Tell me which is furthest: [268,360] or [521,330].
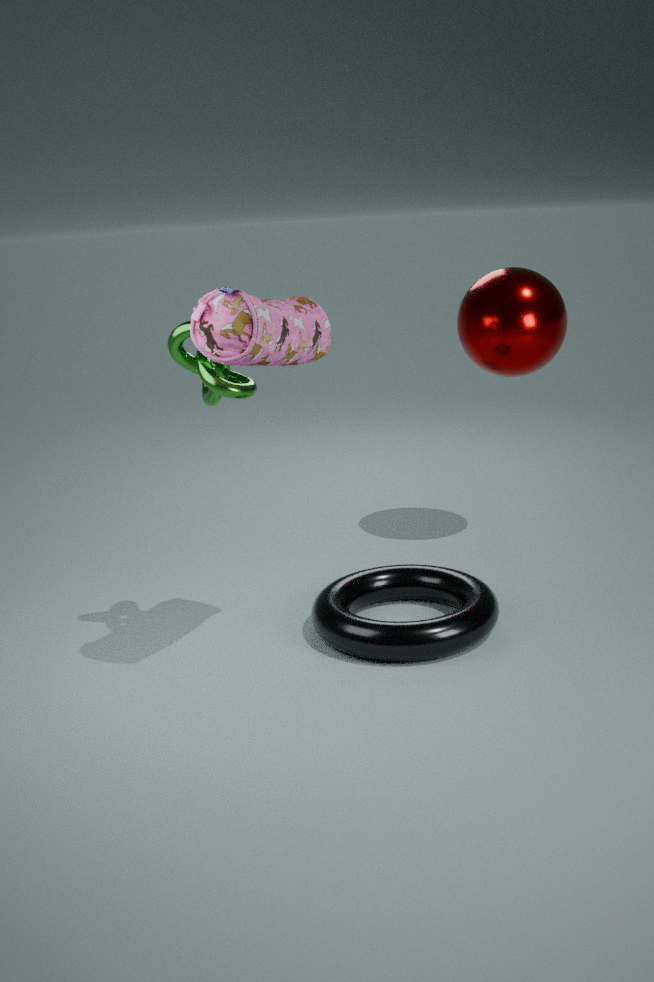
[521,330]
